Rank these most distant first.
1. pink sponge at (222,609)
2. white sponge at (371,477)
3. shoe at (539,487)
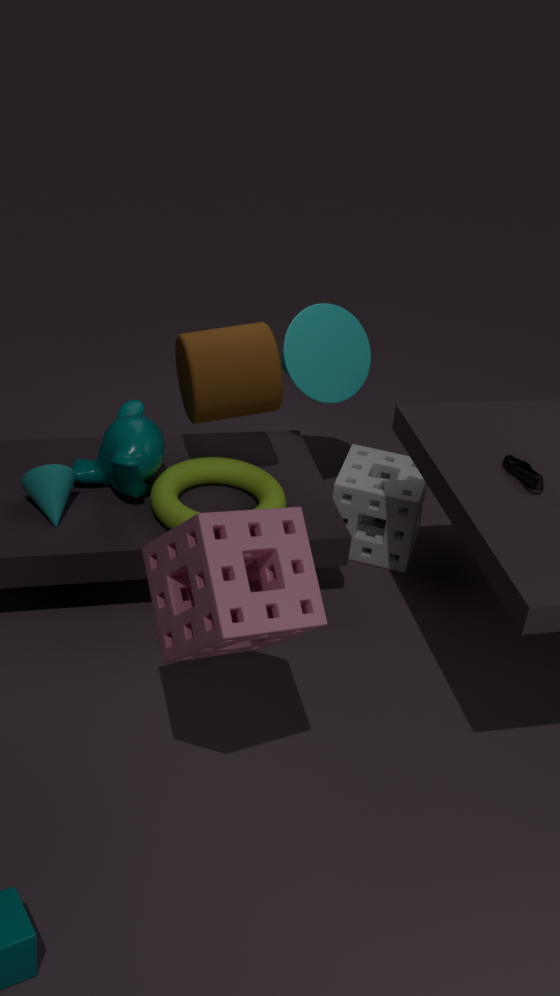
white sponge at (371,477) < shoe at (539,487) < pink sponge at (222,609)
